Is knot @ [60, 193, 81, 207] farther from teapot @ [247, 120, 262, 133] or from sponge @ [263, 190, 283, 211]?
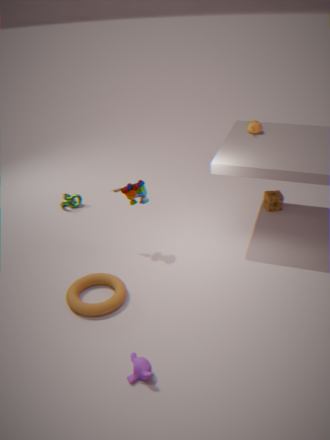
sponge @ [263, 190, 283, 211]
